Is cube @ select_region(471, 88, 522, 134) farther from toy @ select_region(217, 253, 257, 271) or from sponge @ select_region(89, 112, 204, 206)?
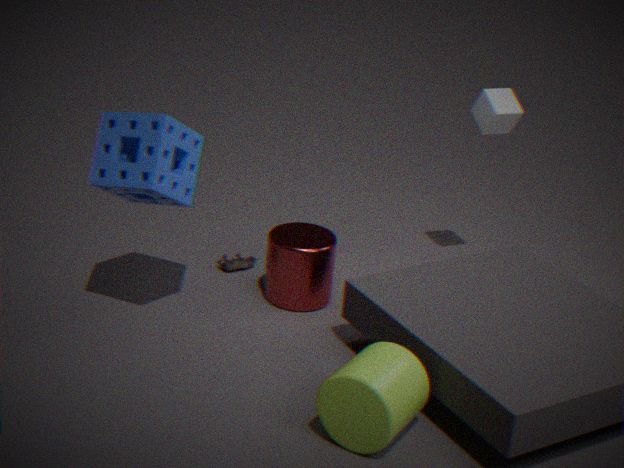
sponge @ select_region(89, 112, 204, 206)
